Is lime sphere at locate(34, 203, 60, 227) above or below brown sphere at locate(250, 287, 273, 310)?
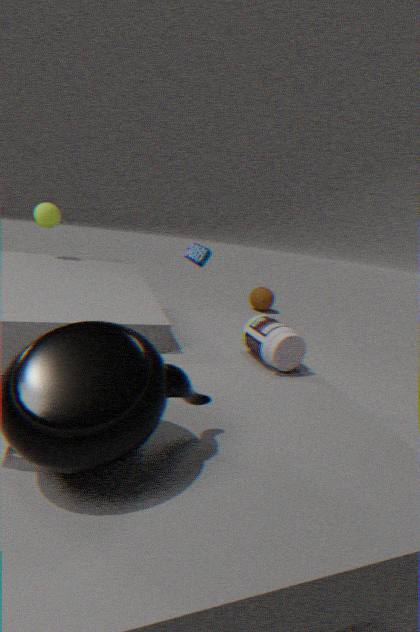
above
